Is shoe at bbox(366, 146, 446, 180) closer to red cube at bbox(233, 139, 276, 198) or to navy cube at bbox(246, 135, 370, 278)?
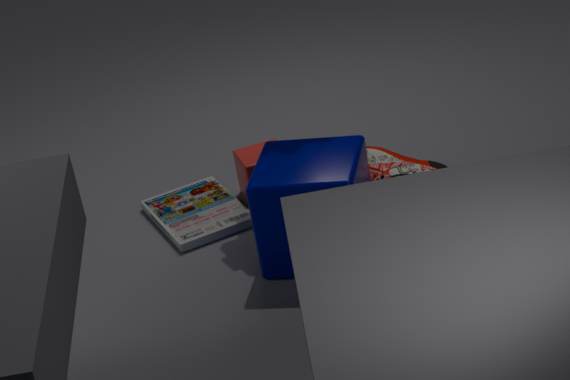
navy cube at bbox(246, 135, 370, 278)
